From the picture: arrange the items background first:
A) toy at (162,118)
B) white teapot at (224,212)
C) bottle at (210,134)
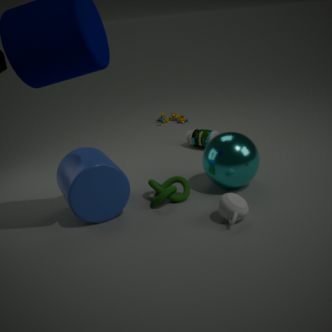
toy at (162,118)
bottle at (210,134)
white teapot at (224,212)
